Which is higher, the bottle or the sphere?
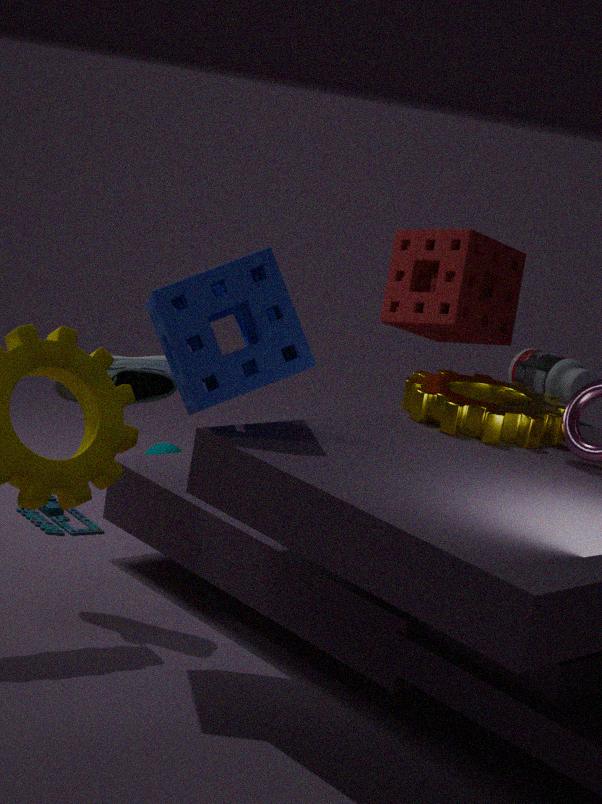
the bottle
